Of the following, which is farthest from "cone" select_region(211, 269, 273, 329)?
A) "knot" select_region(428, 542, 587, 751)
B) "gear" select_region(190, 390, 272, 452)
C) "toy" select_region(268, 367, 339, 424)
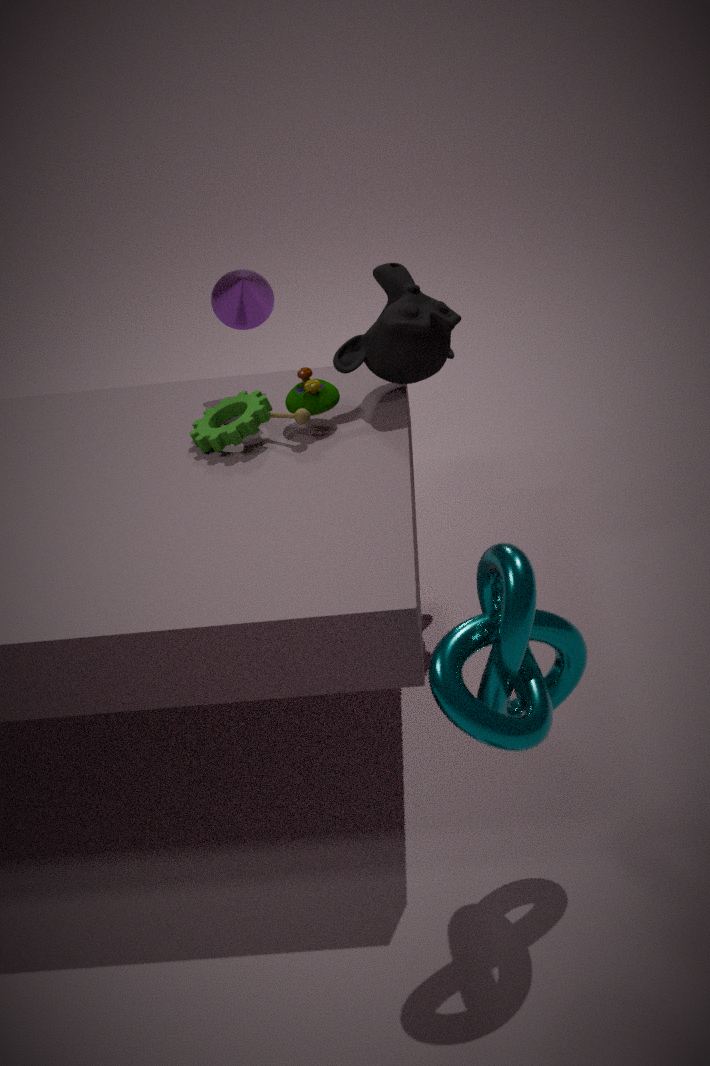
"knot" select_region(428, 542, 587, 751)
